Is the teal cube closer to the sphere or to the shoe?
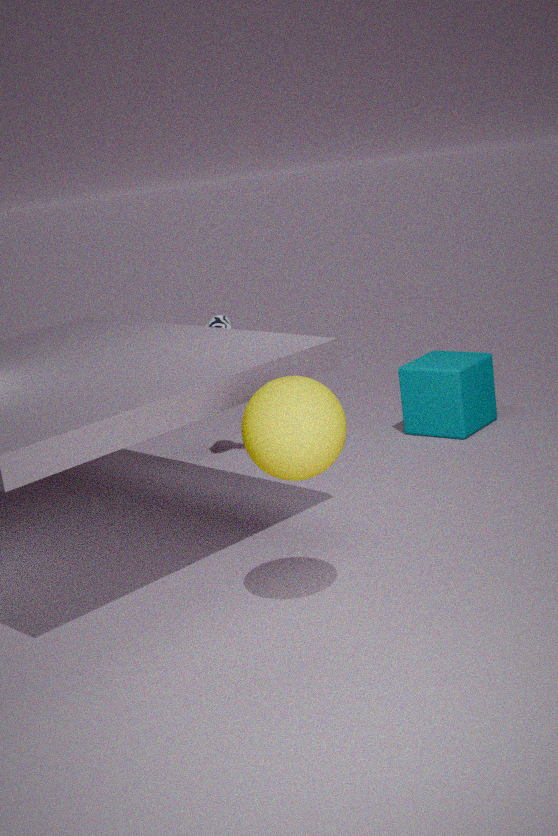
the shoe
